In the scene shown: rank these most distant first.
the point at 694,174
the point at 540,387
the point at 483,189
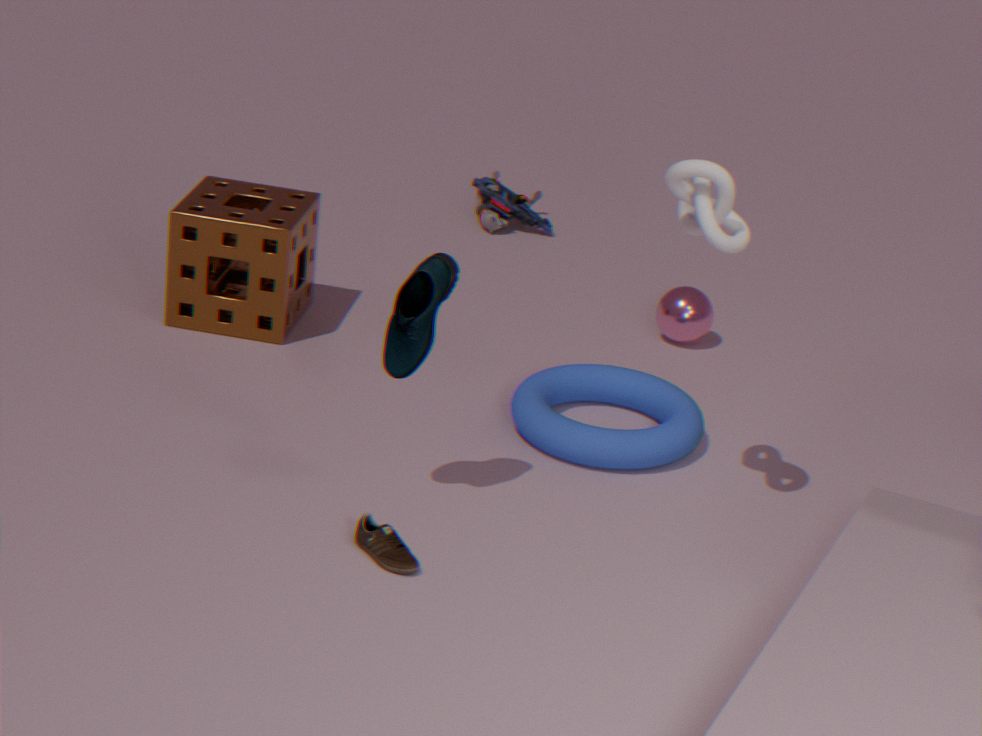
the point at 483,189
the point at 540,387
the point at 694,174
